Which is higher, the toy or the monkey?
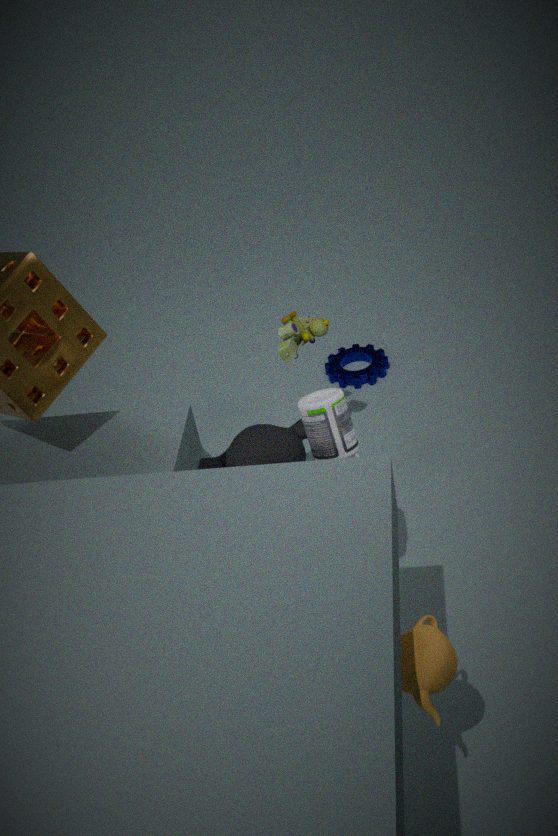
the toy
